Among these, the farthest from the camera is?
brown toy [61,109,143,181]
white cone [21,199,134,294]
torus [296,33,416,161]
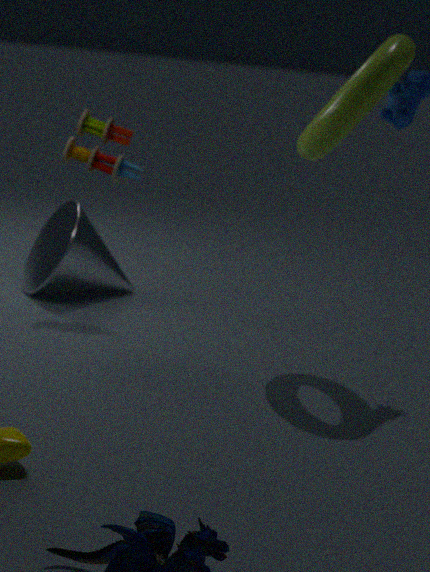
white cone [21,199,134,294]
